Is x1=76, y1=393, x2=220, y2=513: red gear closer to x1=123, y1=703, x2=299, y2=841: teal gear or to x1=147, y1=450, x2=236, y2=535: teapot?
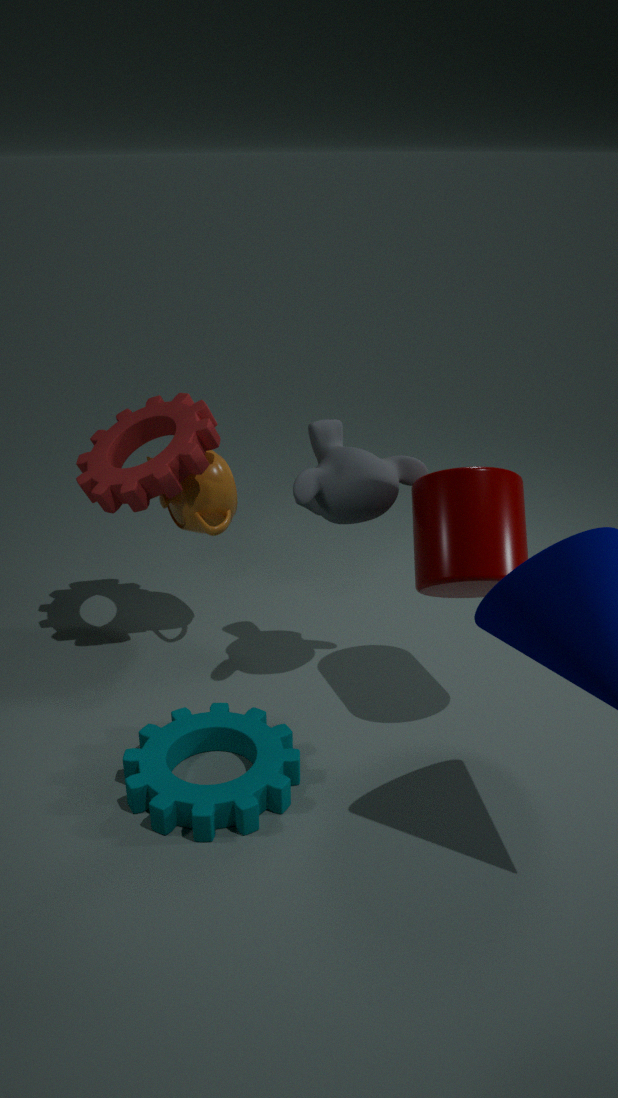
x1=147, y1=450, x2=236, y2=535: teapot
